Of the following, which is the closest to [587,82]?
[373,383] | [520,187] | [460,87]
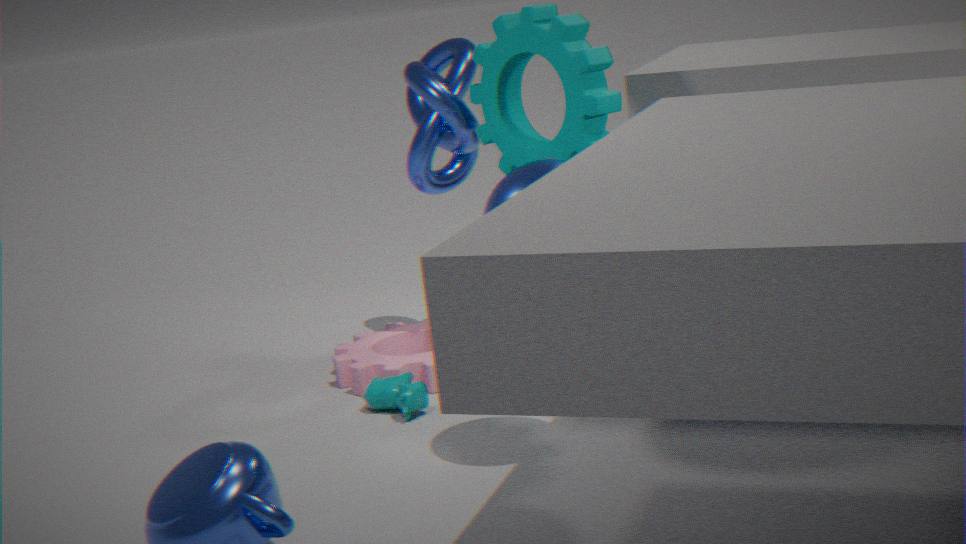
[460,87]
